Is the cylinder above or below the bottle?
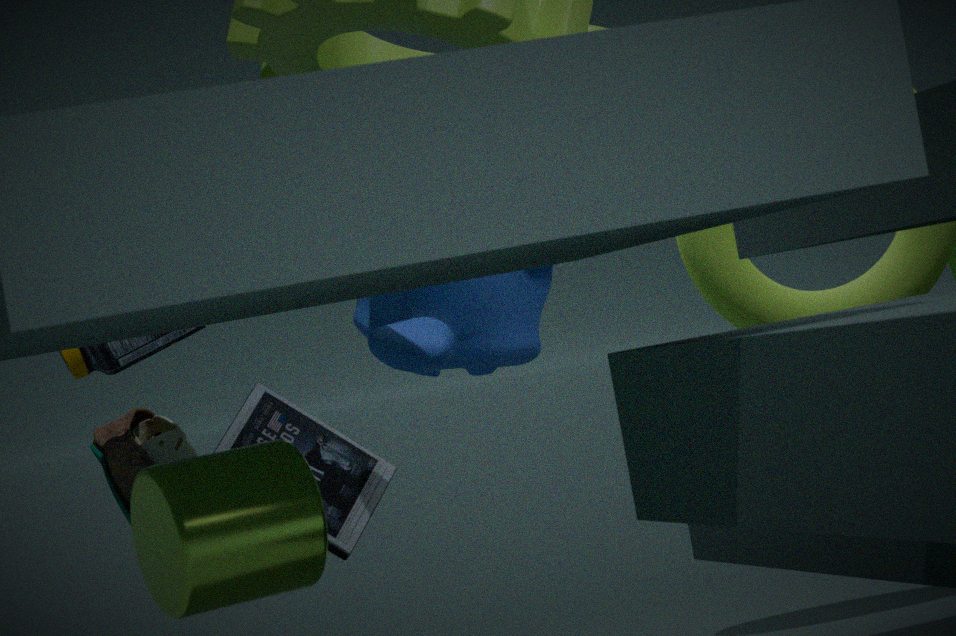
below
